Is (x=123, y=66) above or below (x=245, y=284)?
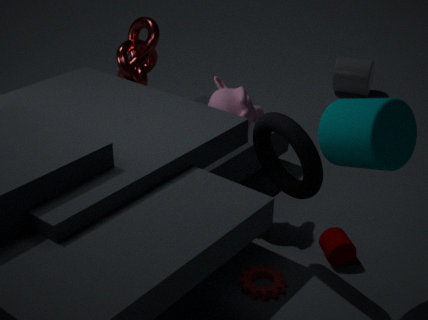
above
